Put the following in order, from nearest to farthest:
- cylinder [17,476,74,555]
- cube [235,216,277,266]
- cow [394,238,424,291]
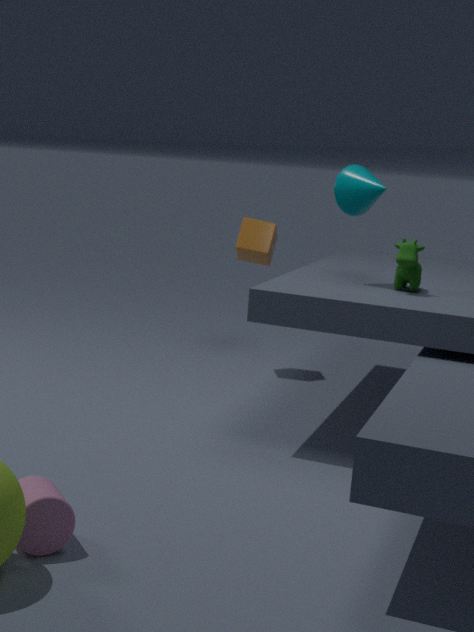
cylinder [17,476,74,555] → cow [394,238,424,291] → cube [235,216,277,266]
